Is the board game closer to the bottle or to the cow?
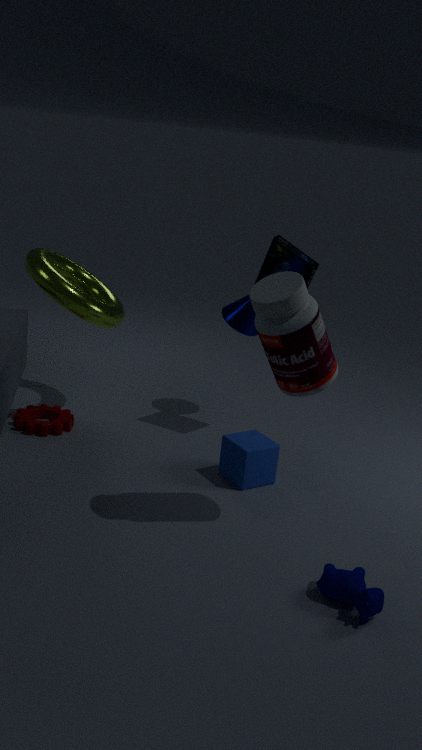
the bottle
